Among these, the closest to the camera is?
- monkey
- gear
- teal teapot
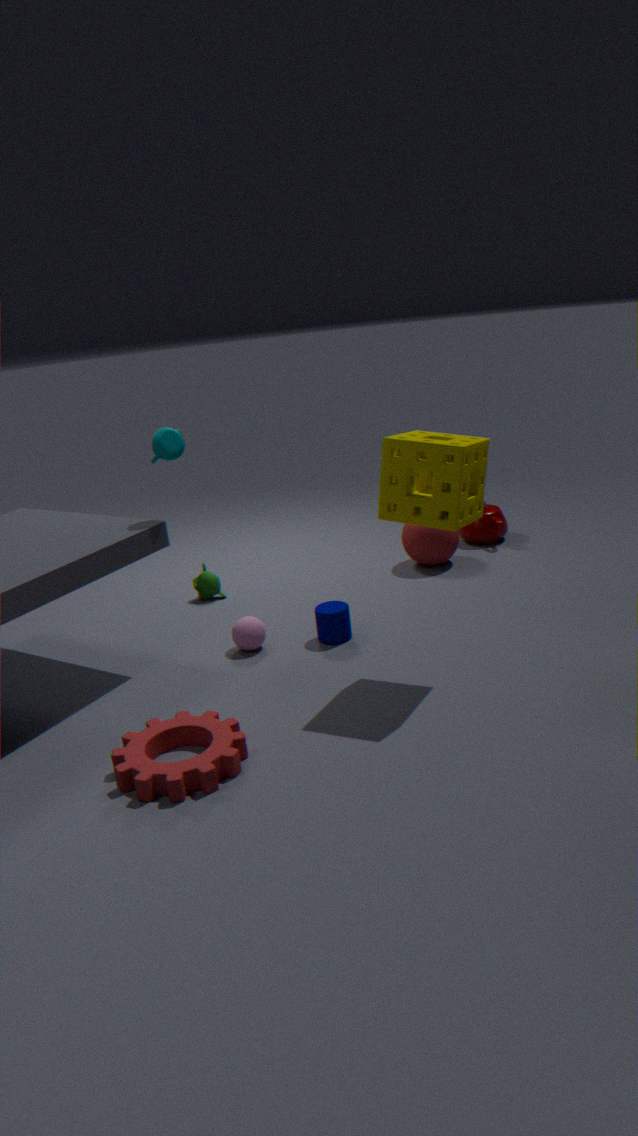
gear
